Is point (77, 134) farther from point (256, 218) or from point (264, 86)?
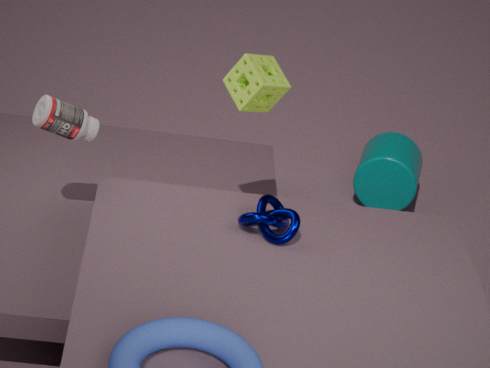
point (256, 218)
